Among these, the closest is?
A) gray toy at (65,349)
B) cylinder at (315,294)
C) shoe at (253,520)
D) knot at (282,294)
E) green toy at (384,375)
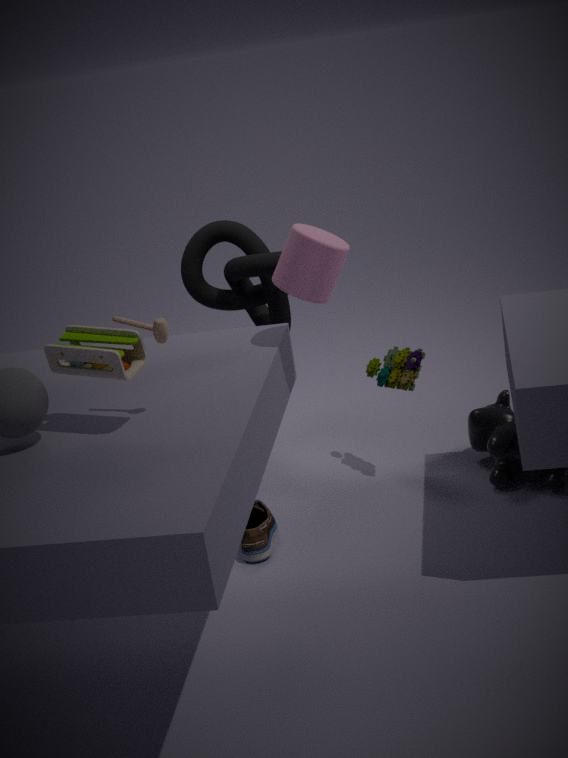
gray toy at (65,349)
